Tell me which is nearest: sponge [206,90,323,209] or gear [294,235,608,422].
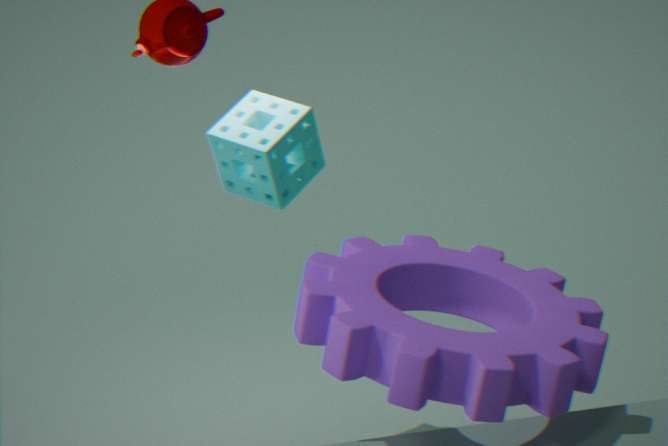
gear [294,235,608,422]
